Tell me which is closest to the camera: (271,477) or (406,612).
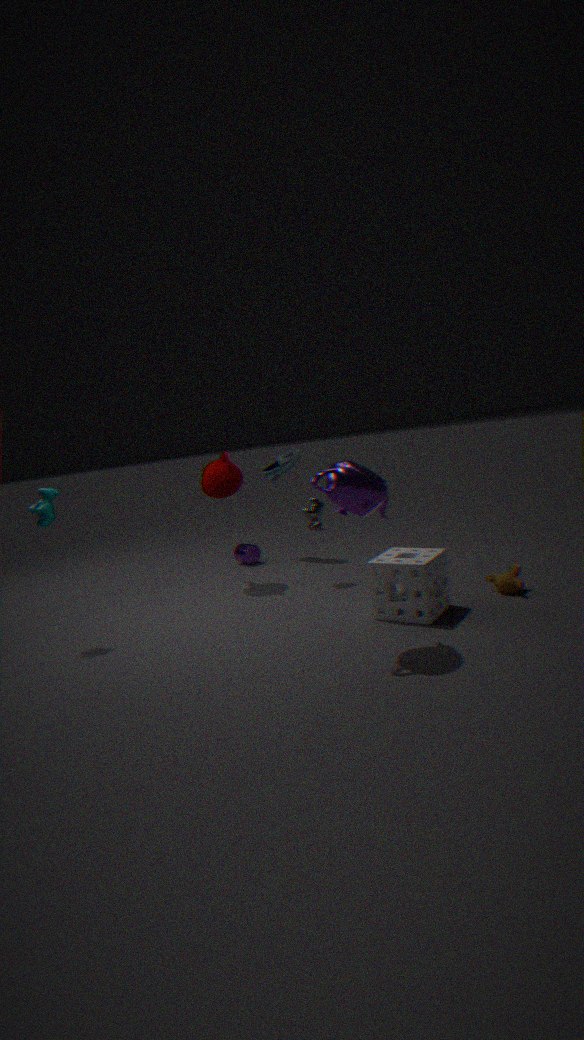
(406,612)
